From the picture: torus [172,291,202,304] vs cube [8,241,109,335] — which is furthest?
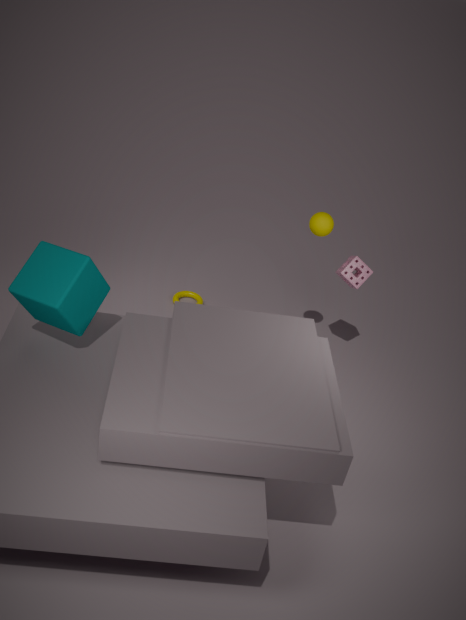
torus [172,291,202,304]
